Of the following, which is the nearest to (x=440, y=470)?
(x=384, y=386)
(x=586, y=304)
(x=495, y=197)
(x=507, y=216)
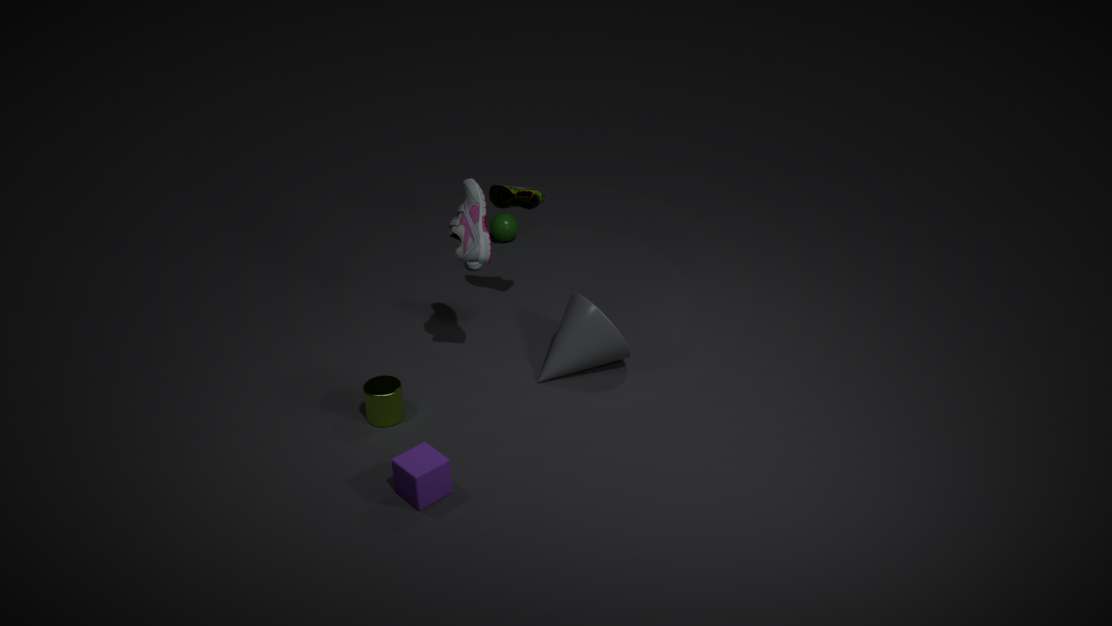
(x=384, y=386)
